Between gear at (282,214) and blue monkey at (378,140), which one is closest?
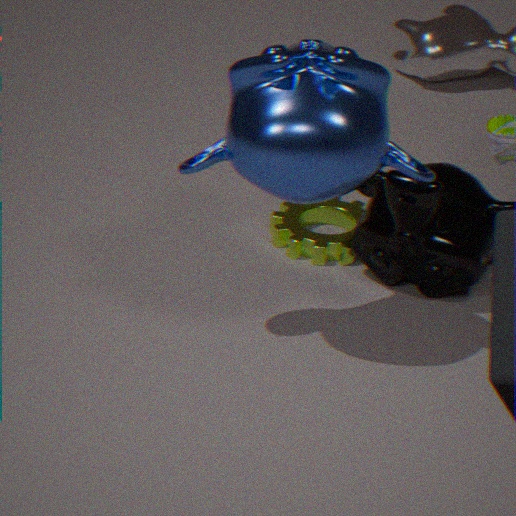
blue monkey at (378,140)
